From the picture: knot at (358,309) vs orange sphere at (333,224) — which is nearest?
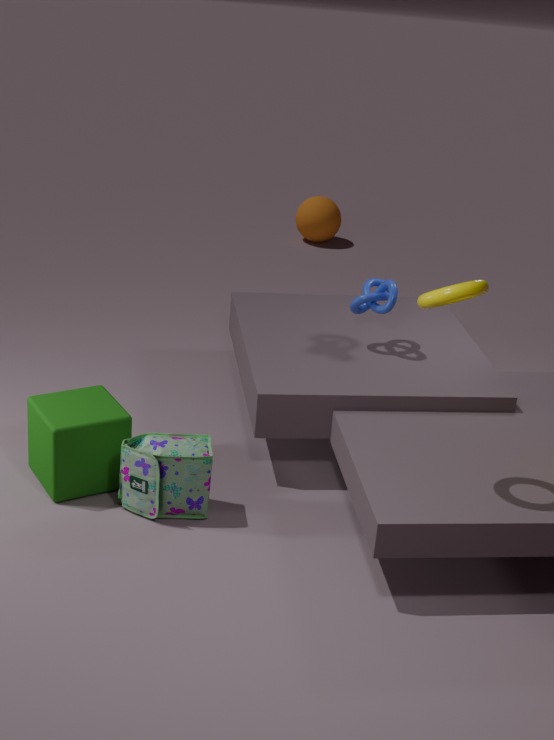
knot at (358,309)
